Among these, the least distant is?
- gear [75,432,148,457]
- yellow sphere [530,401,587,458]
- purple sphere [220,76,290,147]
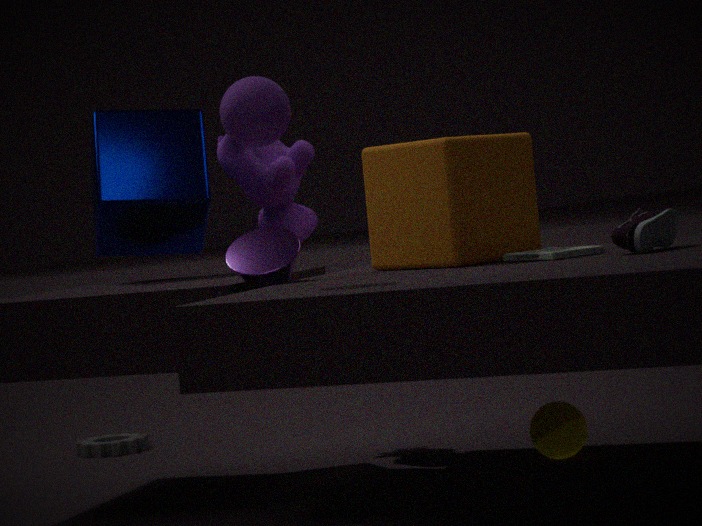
purple sphere [220,76,290,147]
